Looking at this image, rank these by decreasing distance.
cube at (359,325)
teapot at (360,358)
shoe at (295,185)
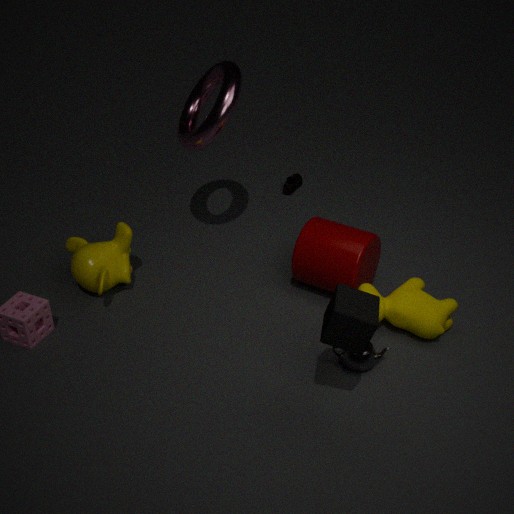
shoe at (295,185)
teapot at (360,358)
cube at (359,325)
